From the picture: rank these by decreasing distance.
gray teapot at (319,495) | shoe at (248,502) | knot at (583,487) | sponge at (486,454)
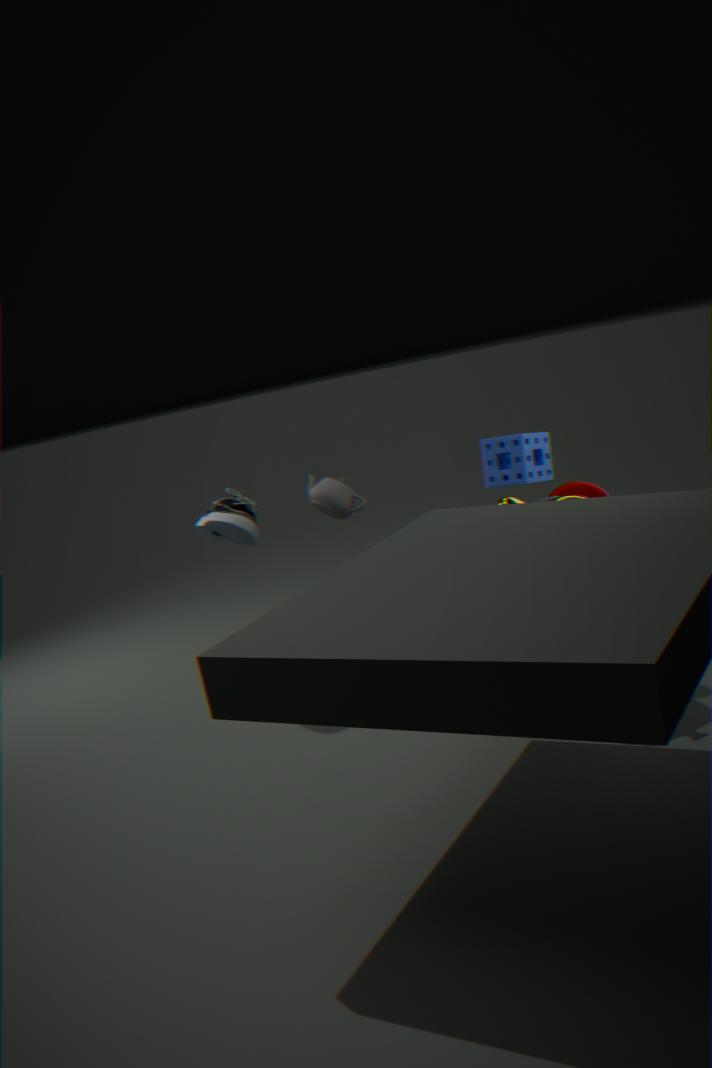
sponge at (486,454) < shoe at (248,502) < gray teapot at (319,495) < knot at (583,487)
